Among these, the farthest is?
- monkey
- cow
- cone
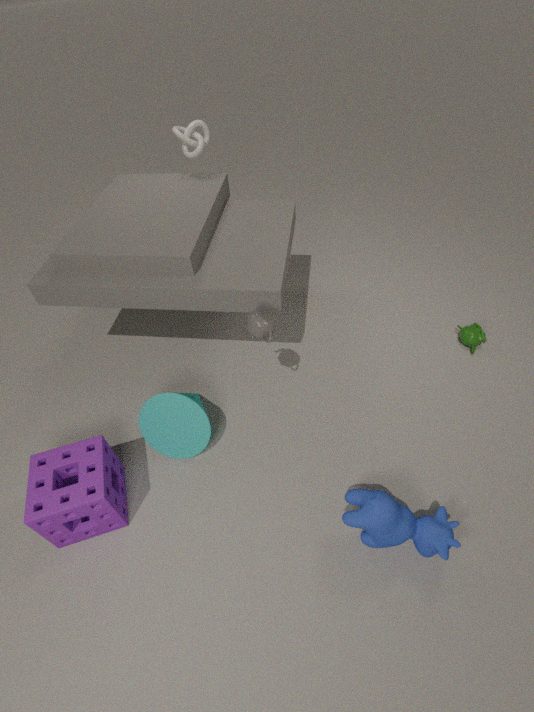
monkey
